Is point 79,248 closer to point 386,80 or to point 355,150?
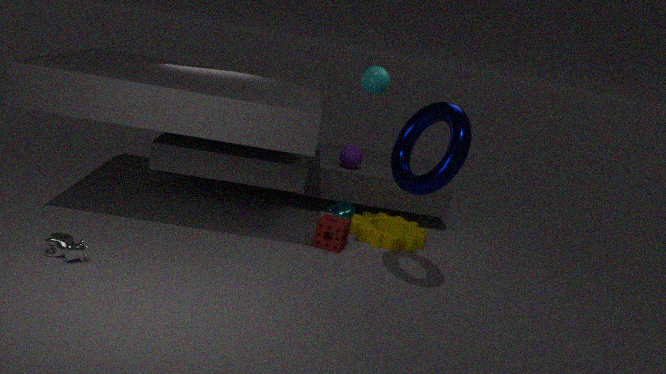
point 386,80
